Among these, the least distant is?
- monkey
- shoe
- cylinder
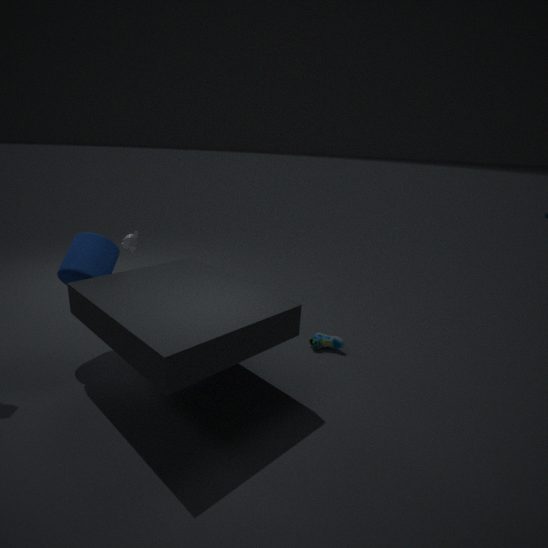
cylinder
